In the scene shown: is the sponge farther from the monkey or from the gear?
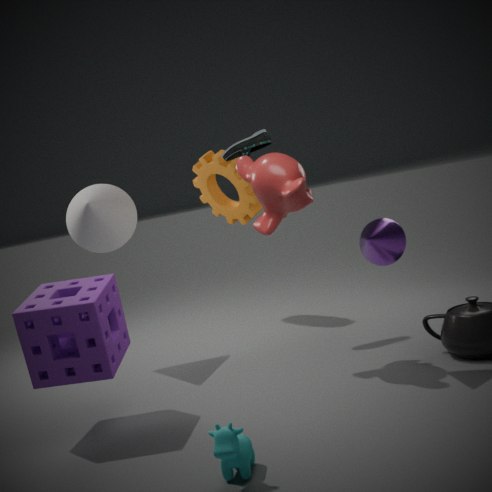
the gear
